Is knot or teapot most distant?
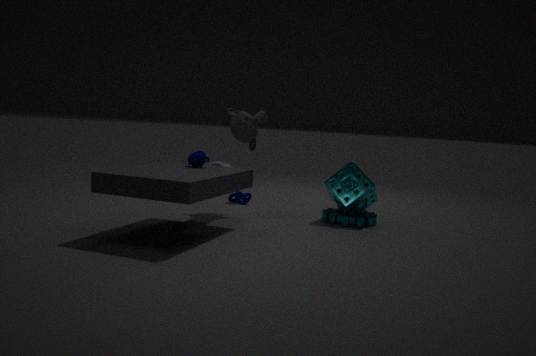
knot
